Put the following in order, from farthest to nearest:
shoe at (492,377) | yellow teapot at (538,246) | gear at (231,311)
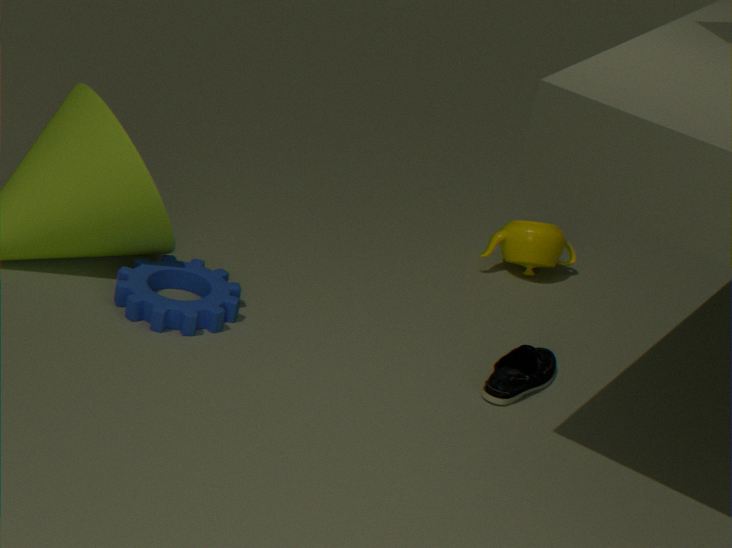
1. yellow teapot at (538,246)
2. gear at (231,311)
3. shoe at (492,377)
